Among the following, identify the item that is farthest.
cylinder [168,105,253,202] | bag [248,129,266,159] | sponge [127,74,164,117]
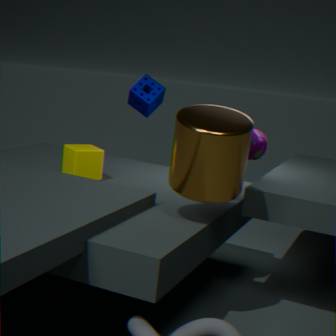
sponge [127,74,164,117]
